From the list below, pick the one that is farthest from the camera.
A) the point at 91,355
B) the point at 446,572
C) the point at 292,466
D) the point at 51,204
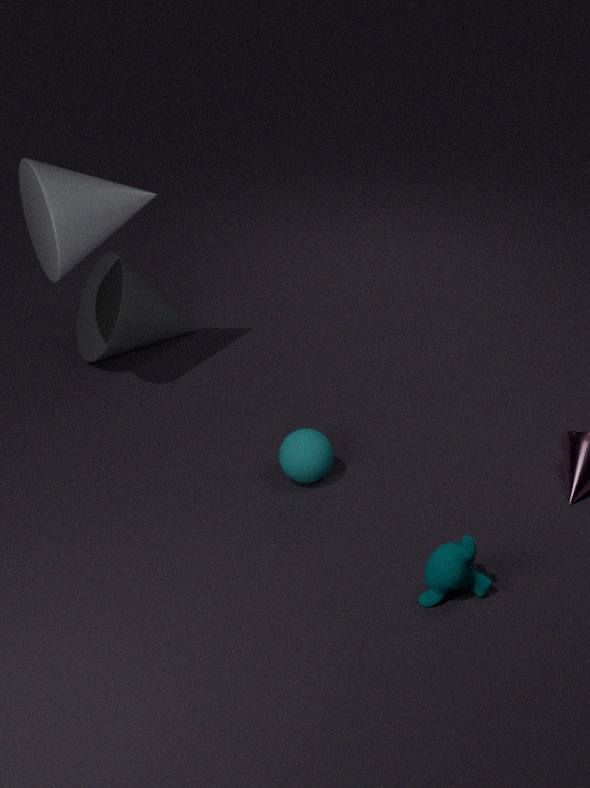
the point at 91,355
